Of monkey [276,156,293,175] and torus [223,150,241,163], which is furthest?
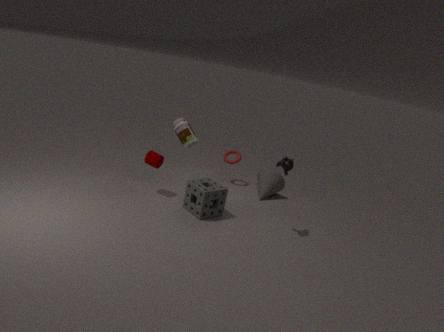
torus [223,150,241,163]
